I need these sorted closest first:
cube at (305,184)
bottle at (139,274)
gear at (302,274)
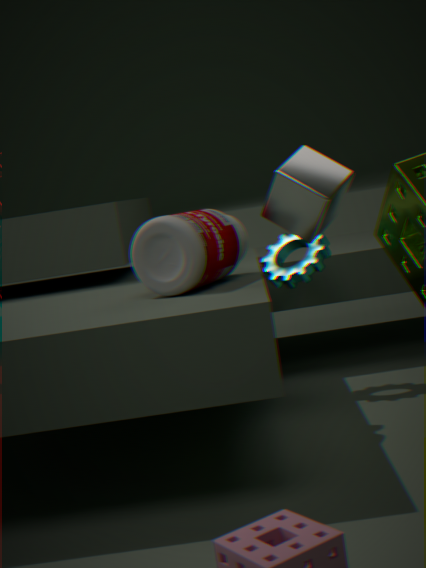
cube at (305,184) → bottle at (139,274) → gear at (302,274)
